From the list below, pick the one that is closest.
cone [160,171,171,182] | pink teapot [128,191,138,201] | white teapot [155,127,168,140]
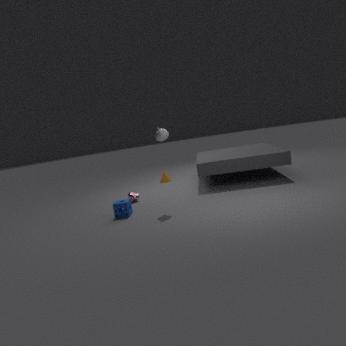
white teapot [155,127,168,140]
